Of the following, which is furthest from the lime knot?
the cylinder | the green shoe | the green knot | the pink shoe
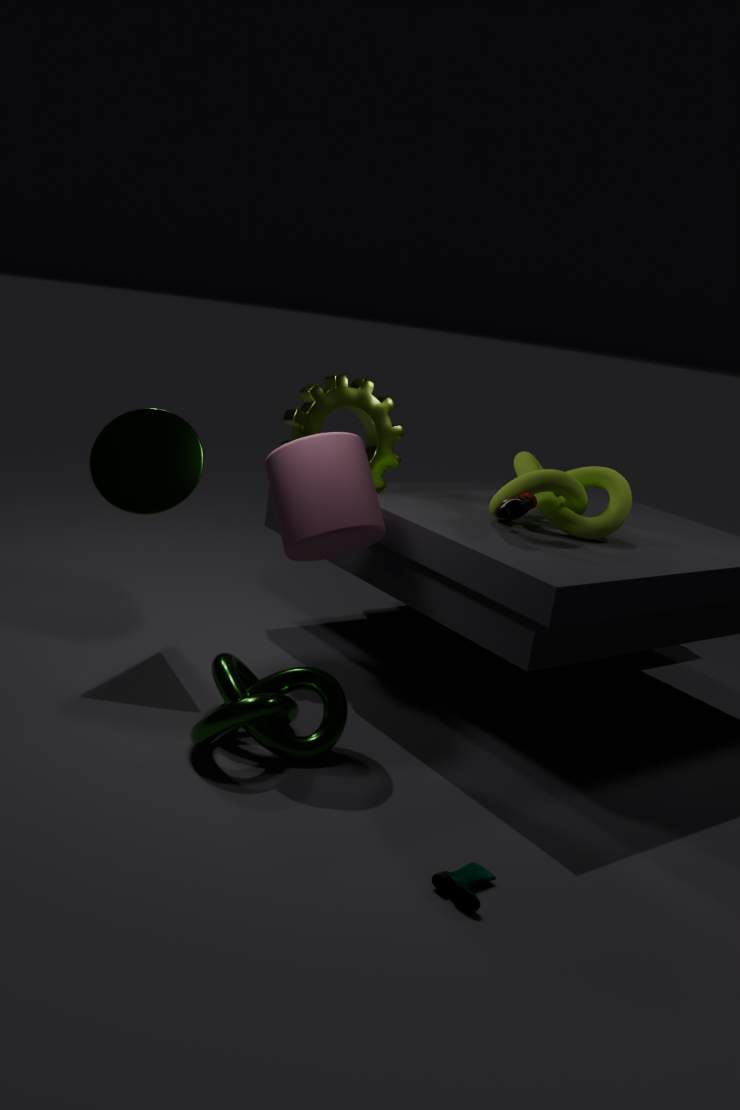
the green shoe
